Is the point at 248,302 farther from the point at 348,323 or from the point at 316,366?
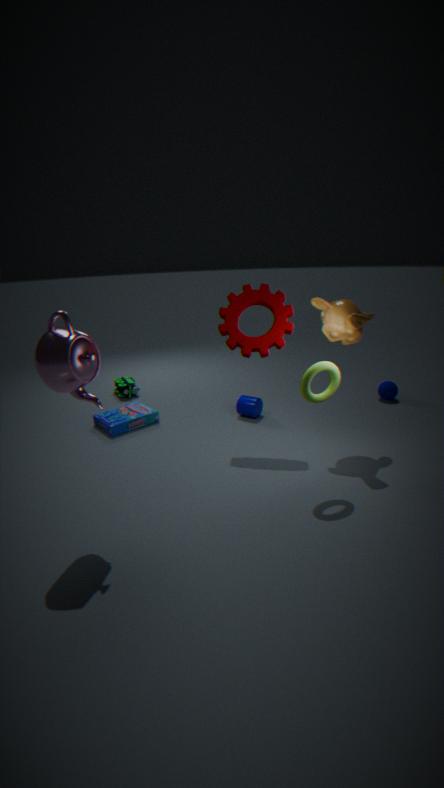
the point at 316,366
